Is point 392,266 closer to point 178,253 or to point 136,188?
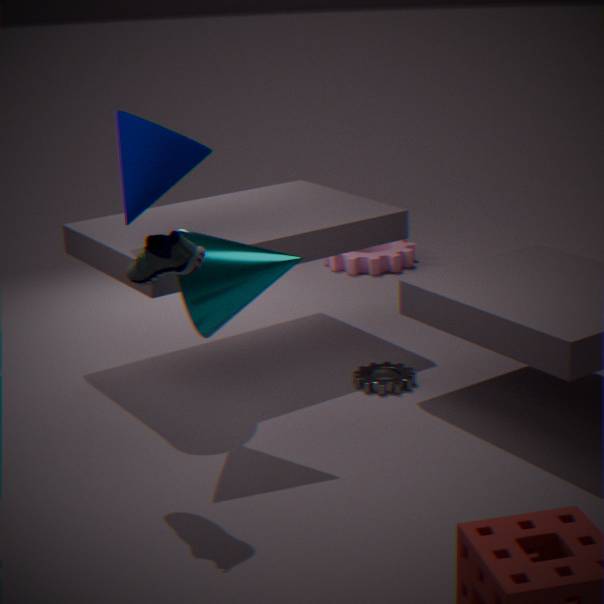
point 136,188
